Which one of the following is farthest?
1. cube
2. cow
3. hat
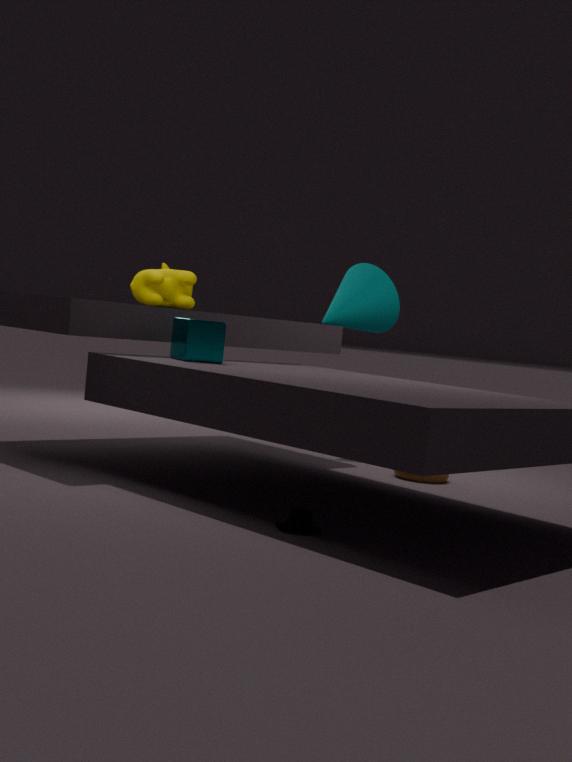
cow
